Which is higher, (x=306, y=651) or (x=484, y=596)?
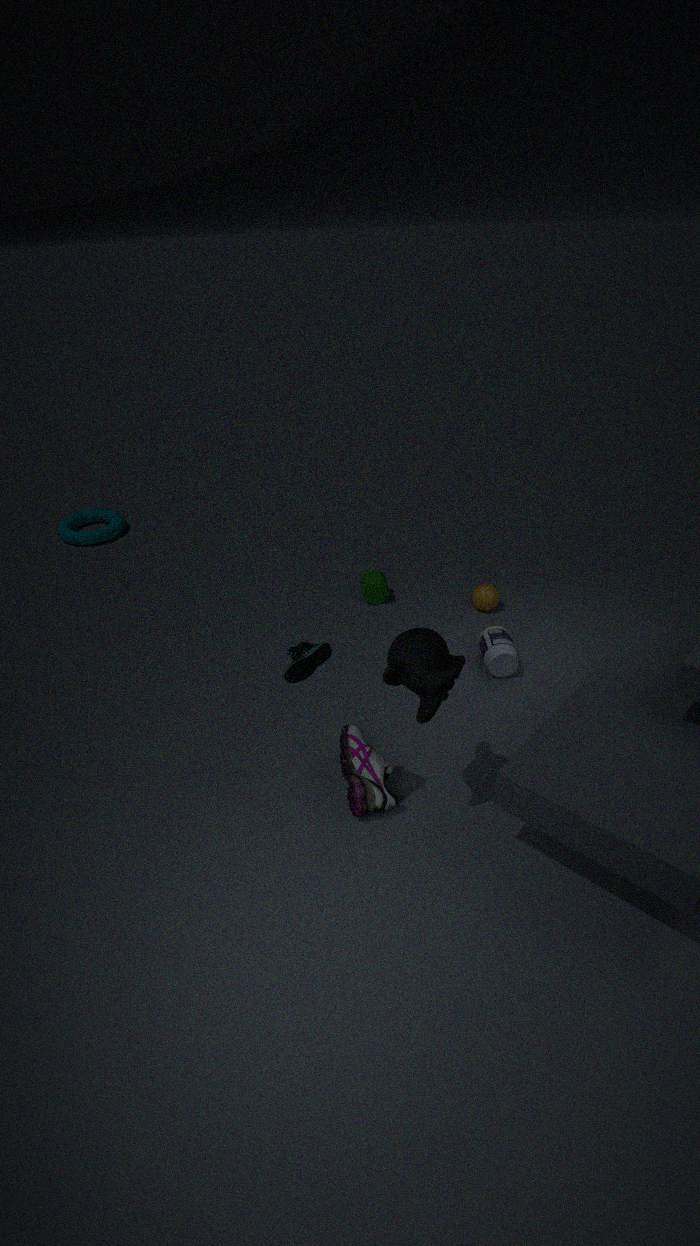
(x=306, y=651)
